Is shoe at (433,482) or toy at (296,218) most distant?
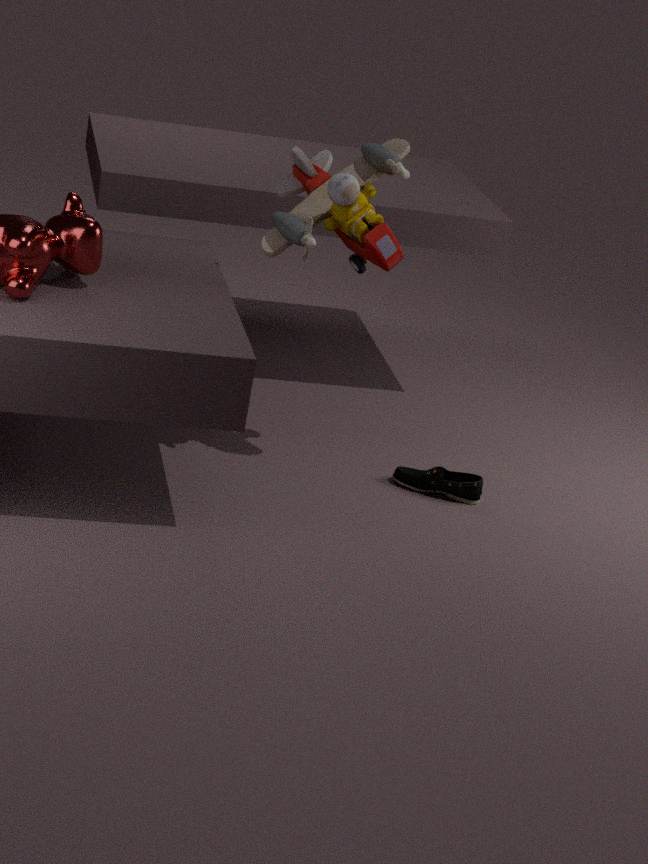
shoe at (433,482)
